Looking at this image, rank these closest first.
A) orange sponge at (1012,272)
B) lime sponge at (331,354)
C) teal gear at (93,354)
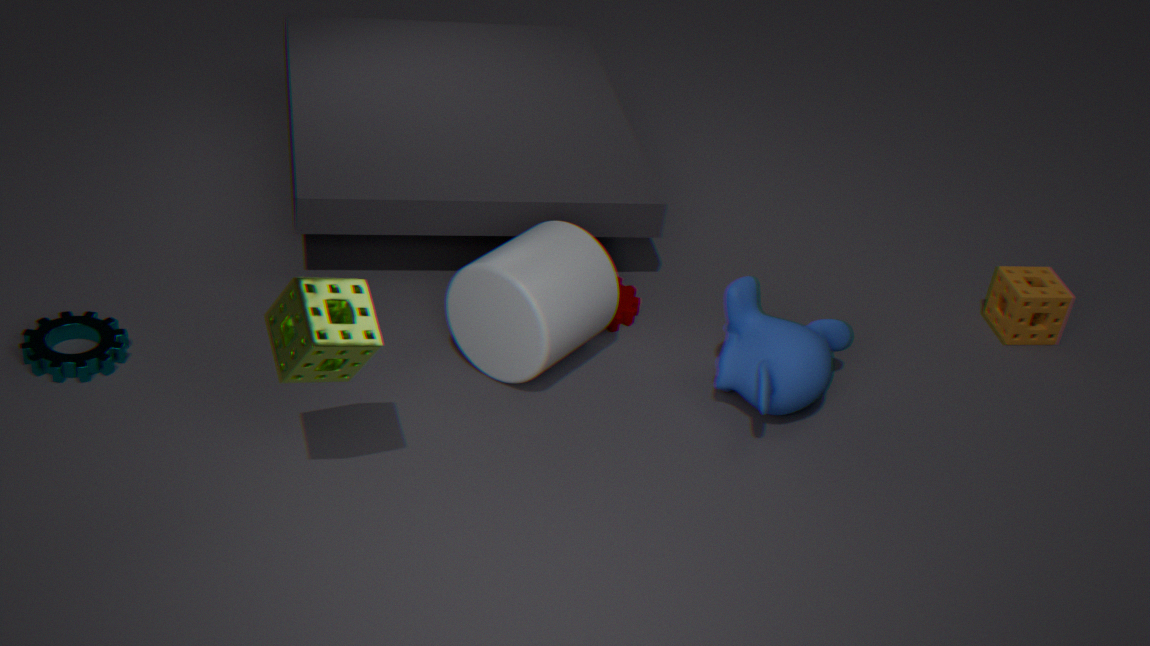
lime sponge at (331,354)
teal gear at (93,354)
orange sponge at (1012,272)
